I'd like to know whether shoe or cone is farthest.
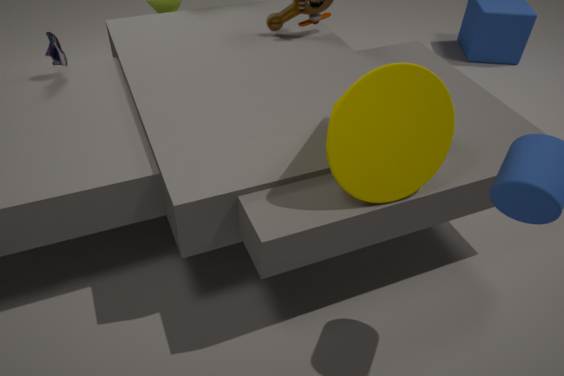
shoe
